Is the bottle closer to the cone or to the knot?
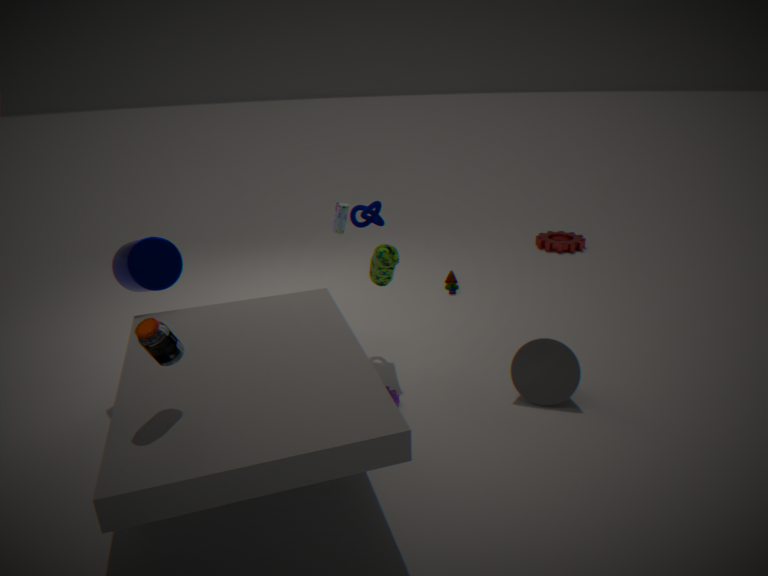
the knot
